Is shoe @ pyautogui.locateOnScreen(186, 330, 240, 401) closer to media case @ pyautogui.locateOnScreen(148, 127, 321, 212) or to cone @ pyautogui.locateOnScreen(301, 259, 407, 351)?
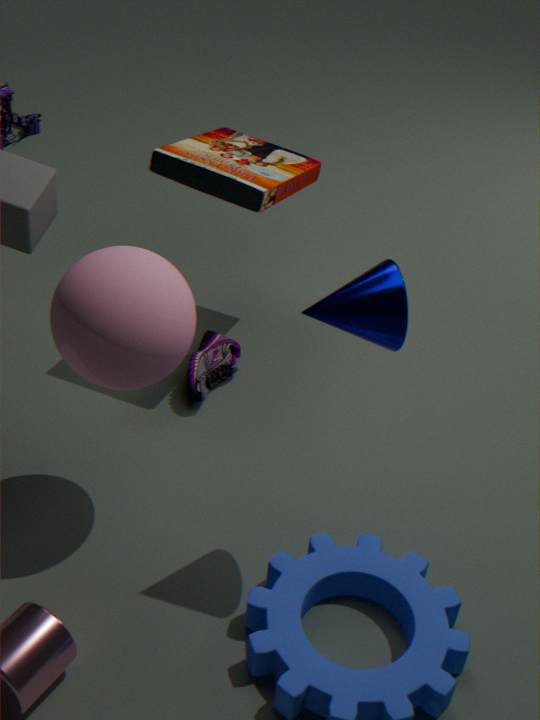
media case @ pyautogui.locateOnScreen(148, 127, 321, 212)
